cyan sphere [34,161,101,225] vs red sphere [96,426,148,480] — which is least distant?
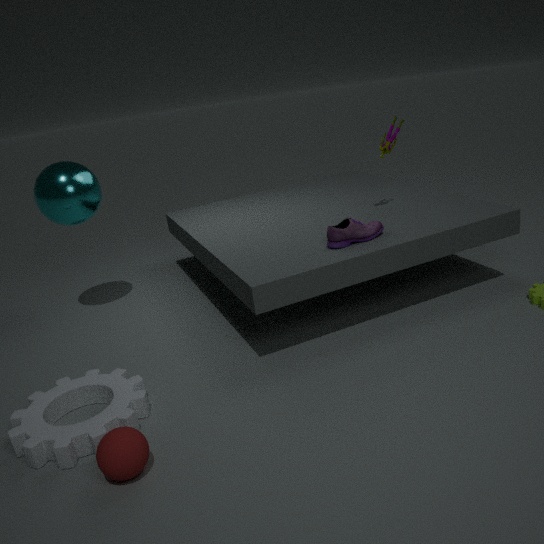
red sphere [96,426,148,480]
